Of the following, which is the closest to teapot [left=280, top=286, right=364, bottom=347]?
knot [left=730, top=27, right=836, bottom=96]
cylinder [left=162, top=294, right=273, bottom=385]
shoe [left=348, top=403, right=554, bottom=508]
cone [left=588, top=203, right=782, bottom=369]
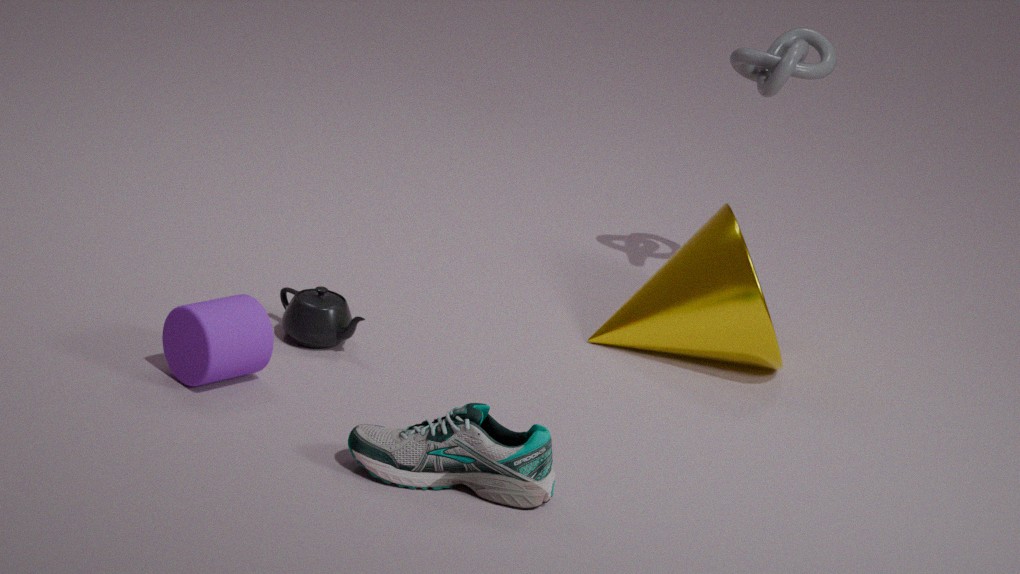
cylinder [left=162, top=294, right=273, bottom=385]
